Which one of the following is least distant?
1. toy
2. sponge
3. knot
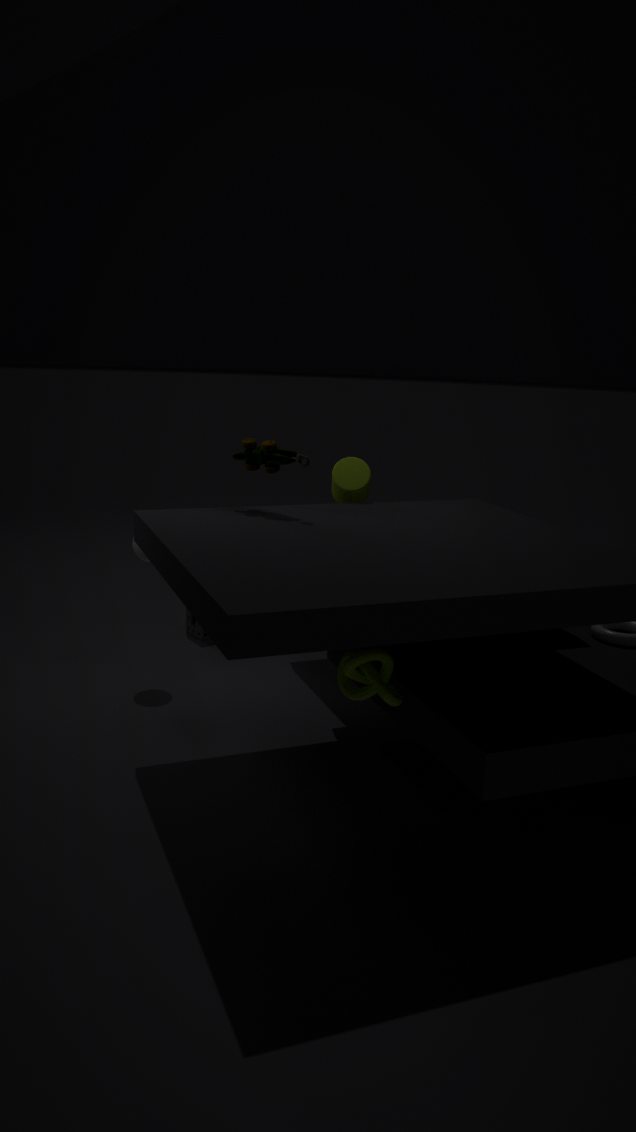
knot
